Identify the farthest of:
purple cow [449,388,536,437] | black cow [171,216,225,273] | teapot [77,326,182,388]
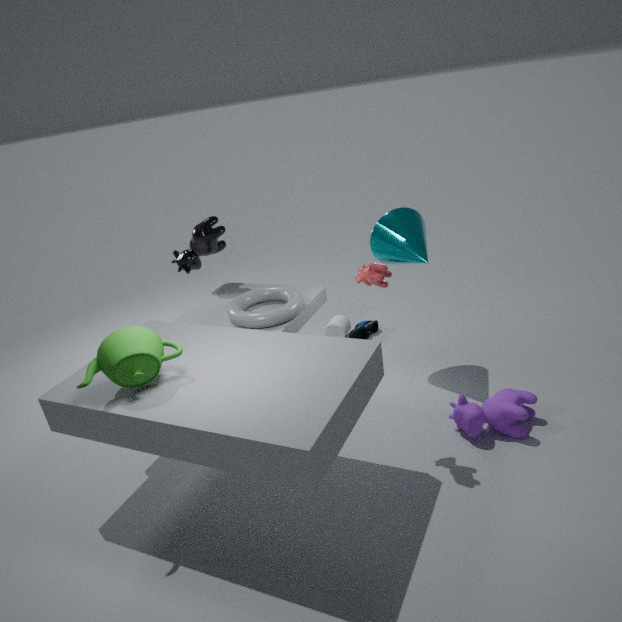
black cow [171,216,225,273]
